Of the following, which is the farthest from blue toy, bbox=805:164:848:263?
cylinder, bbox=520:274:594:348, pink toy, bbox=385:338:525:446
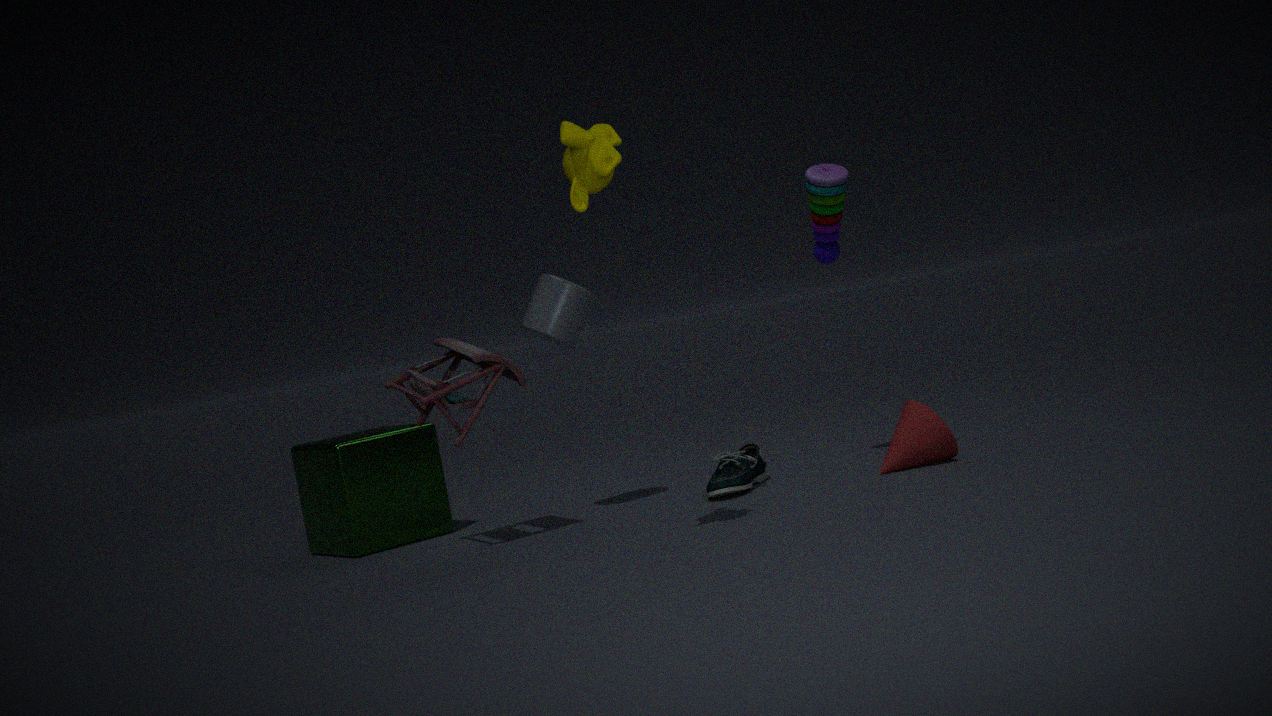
pink toy, bbox=385:338:525:446
